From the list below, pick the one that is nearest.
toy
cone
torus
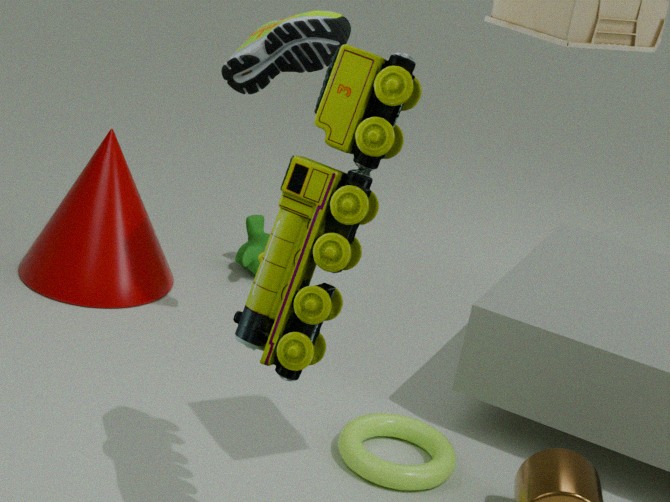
toy
